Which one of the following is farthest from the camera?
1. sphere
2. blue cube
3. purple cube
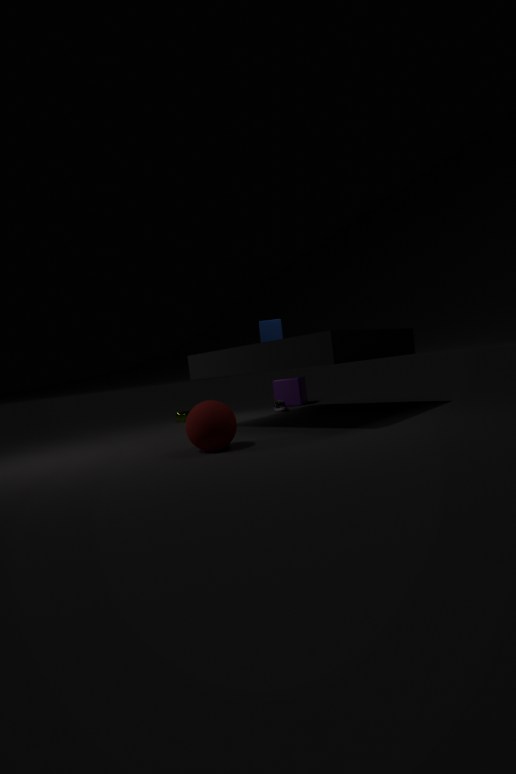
purple cube
